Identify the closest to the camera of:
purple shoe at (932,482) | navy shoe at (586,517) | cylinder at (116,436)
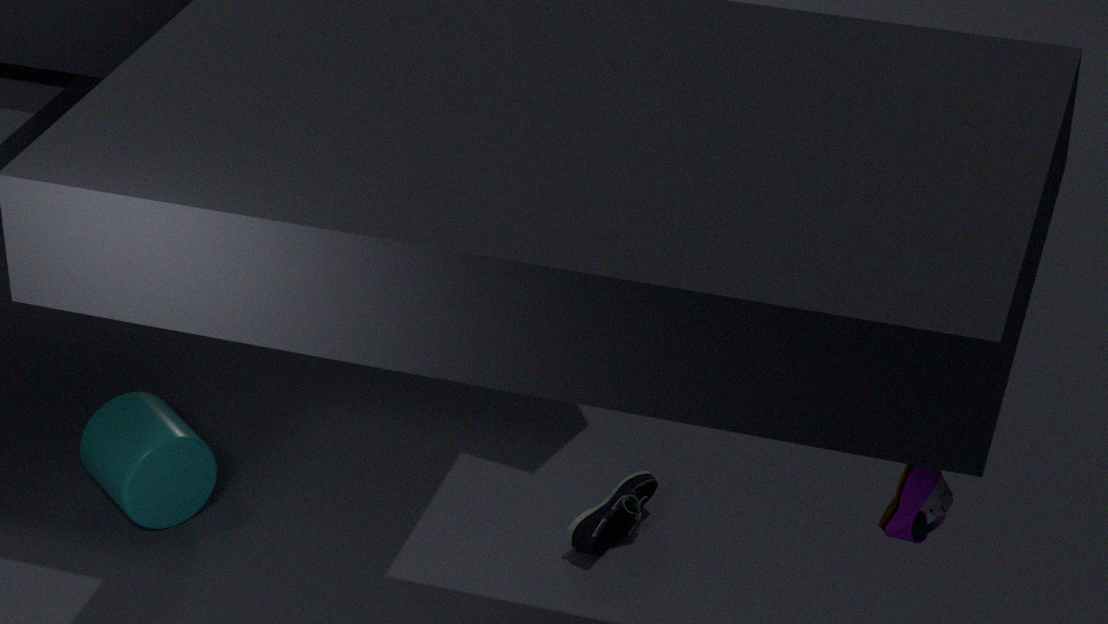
purple shoe at (932,482)
